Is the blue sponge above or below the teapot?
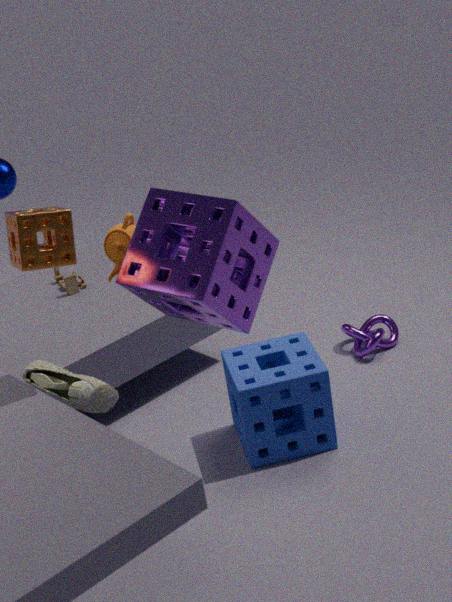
below
